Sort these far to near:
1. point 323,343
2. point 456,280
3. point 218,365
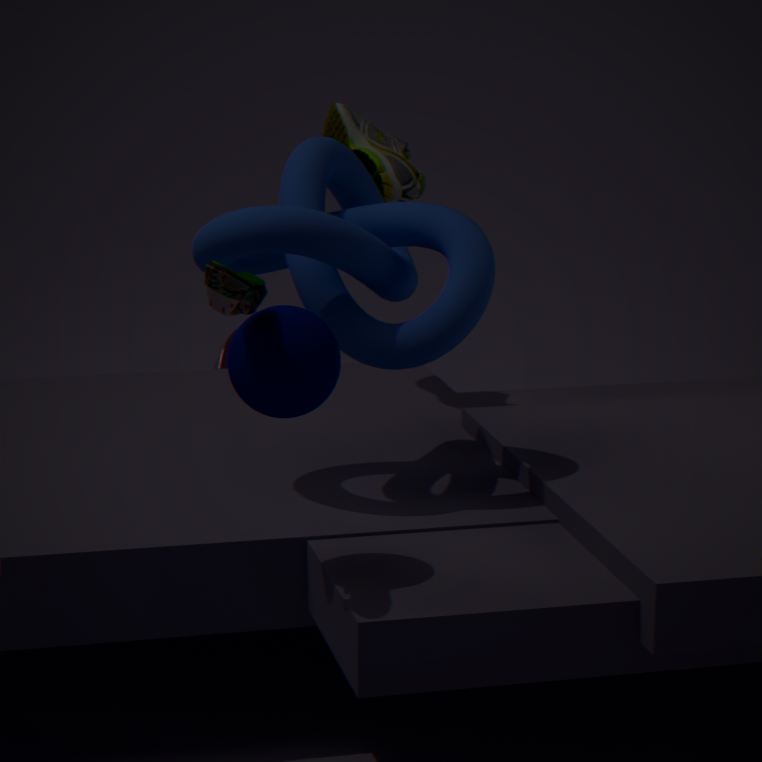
point 218,365, point 456,280, point 323,343
